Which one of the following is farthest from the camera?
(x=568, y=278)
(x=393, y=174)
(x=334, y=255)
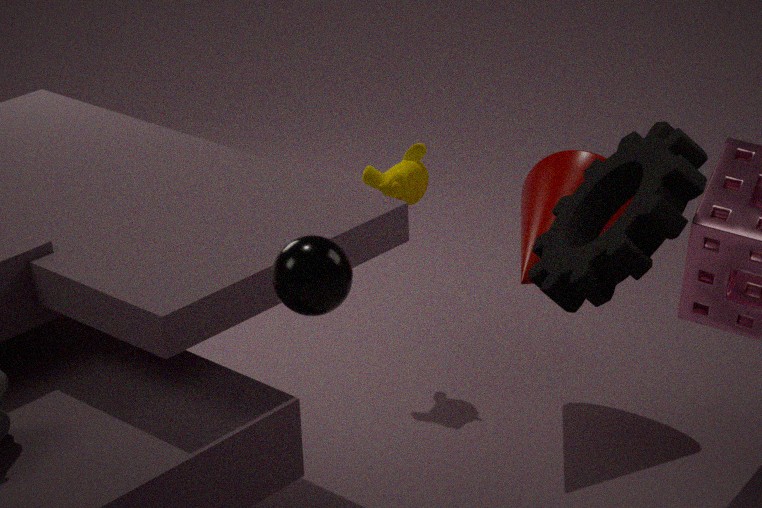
(x=393, y=174)
